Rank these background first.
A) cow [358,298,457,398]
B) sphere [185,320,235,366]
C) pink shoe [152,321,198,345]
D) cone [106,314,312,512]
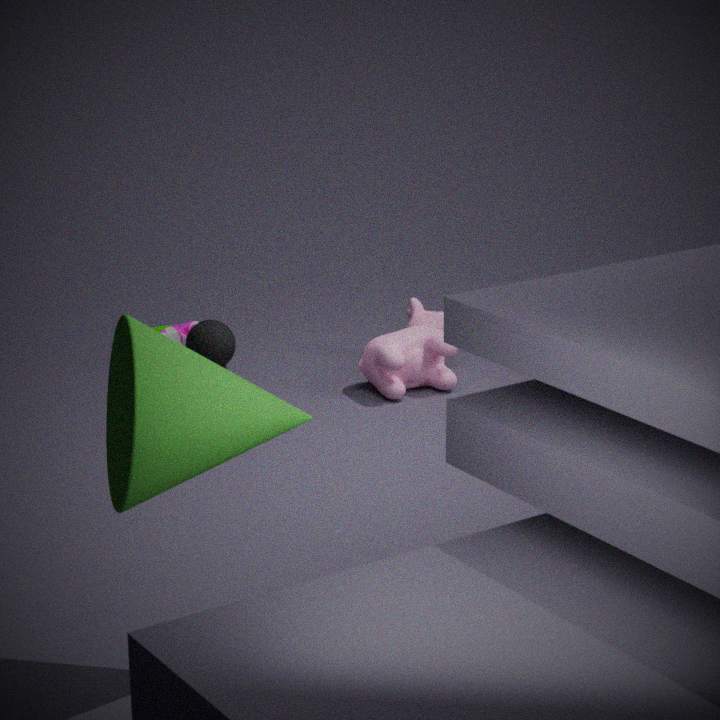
1. pink shoe [152,321,198,345]
2. sphere [185,320,235,366]
3. cow [358,298,457,398]
4. cone [106,314,312,512]
